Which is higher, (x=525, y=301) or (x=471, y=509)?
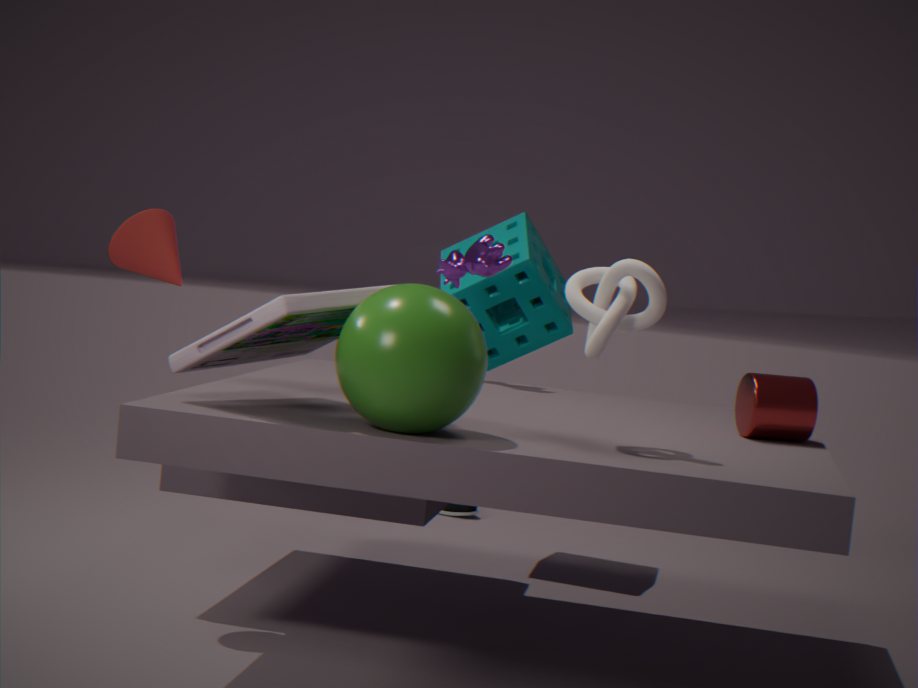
(x=525, y=301)
